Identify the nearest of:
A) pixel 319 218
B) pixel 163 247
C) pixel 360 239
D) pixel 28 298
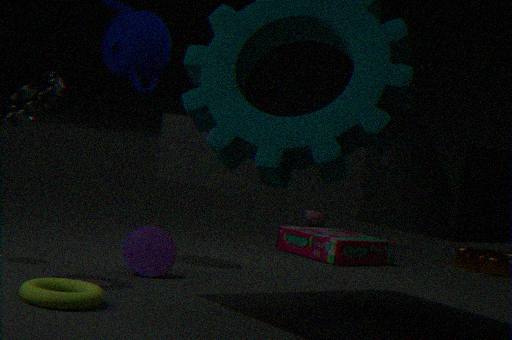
pixel 28 298
